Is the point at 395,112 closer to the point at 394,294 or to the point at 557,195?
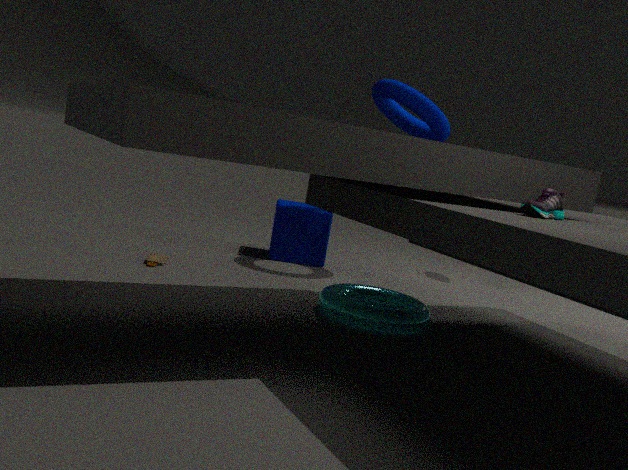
the point at 394,294
